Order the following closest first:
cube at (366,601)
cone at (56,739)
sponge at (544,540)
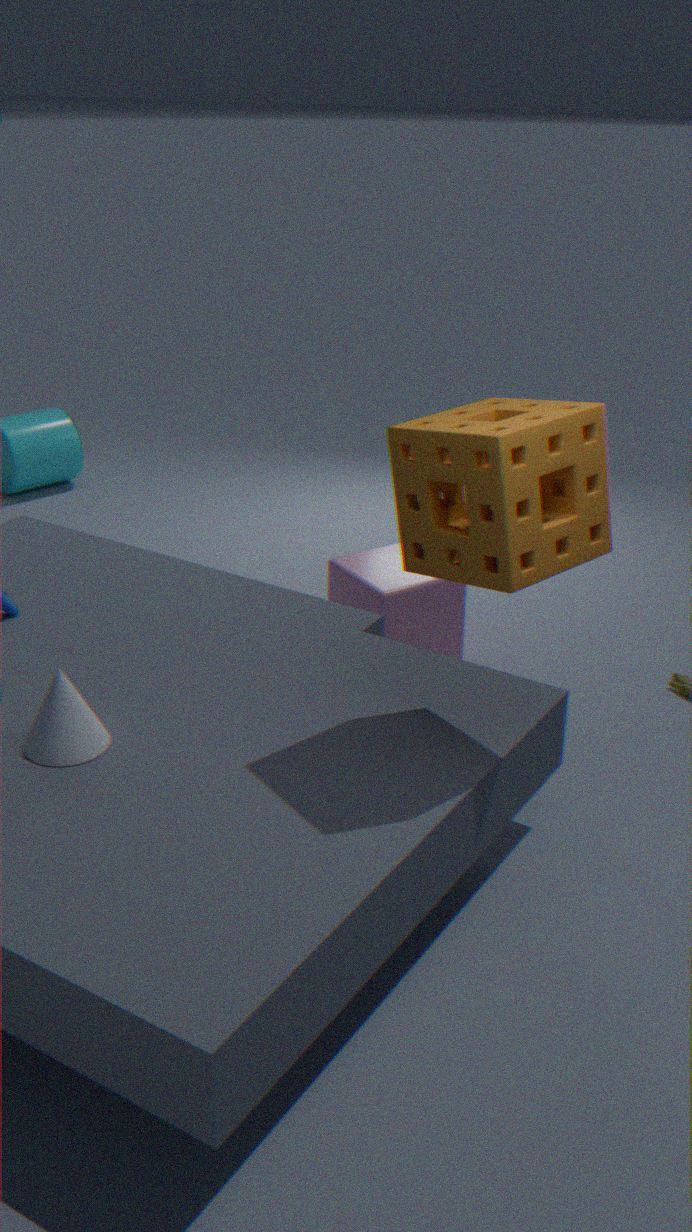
sponge at (544,540)
cone at (56,739)
cube at (366,601)
